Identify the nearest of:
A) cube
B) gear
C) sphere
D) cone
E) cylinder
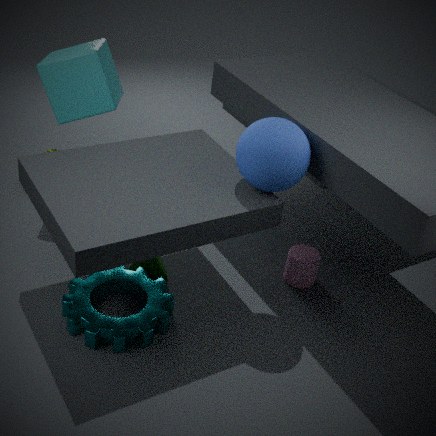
sphere
